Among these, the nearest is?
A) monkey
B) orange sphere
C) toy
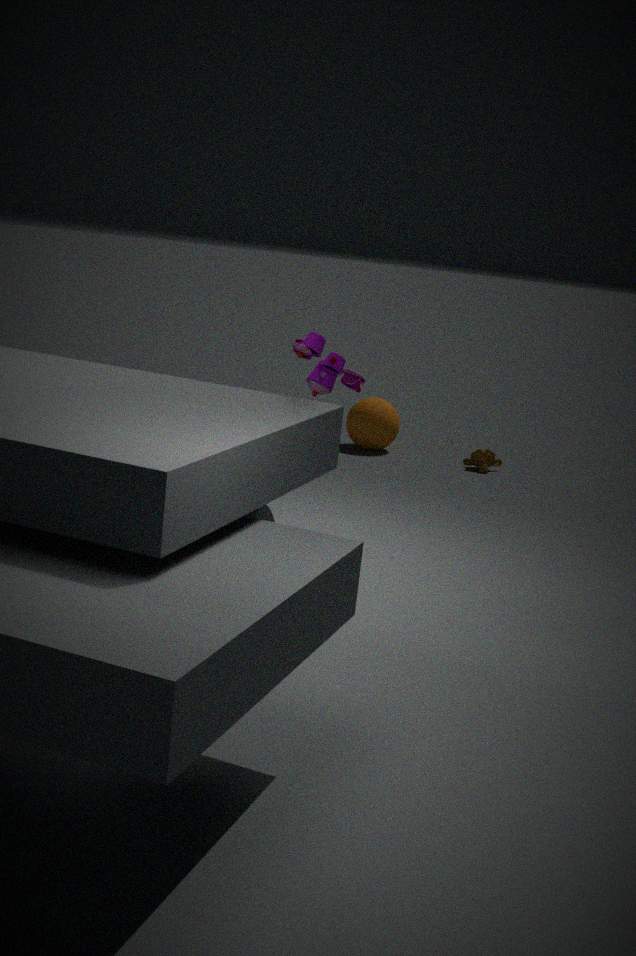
toy
